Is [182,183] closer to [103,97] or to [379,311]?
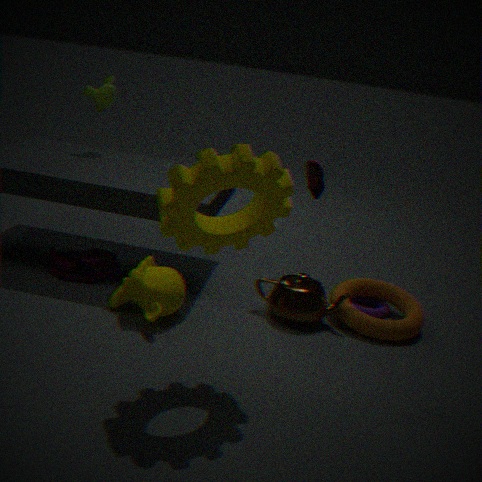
[379,311]
